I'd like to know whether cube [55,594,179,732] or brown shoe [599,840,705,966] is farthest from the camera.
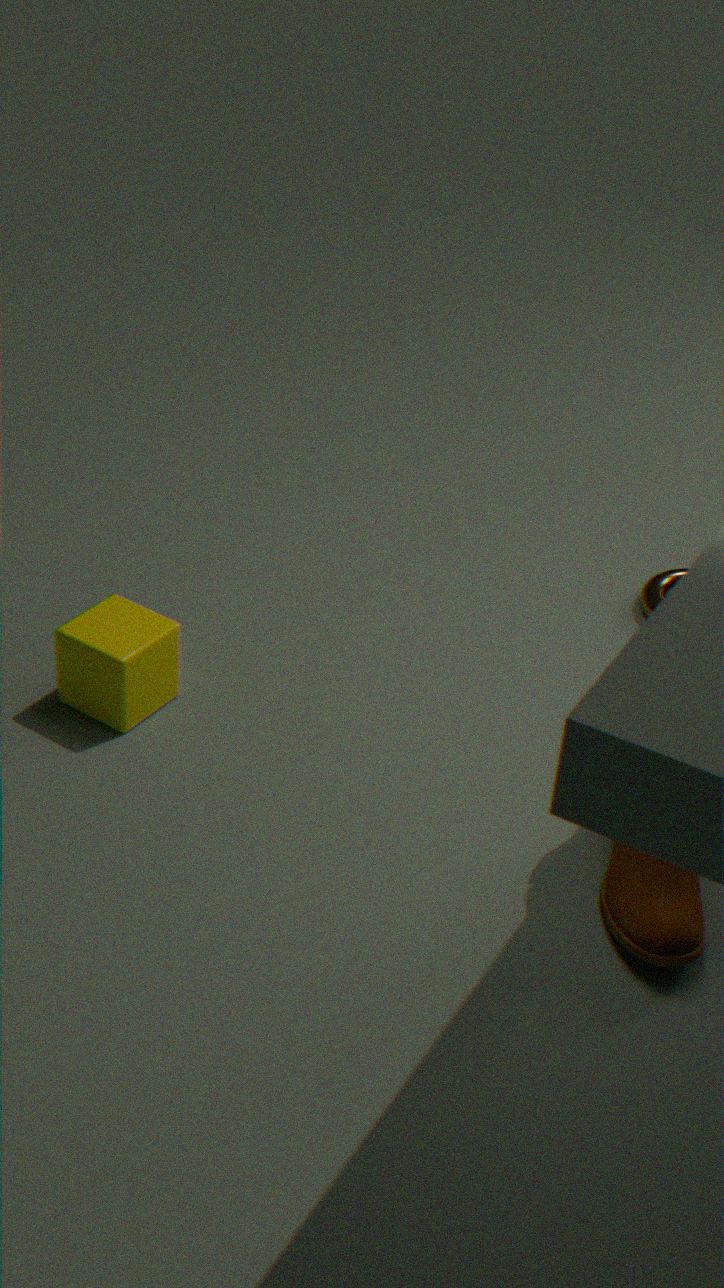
cube [55,594,179,732]
